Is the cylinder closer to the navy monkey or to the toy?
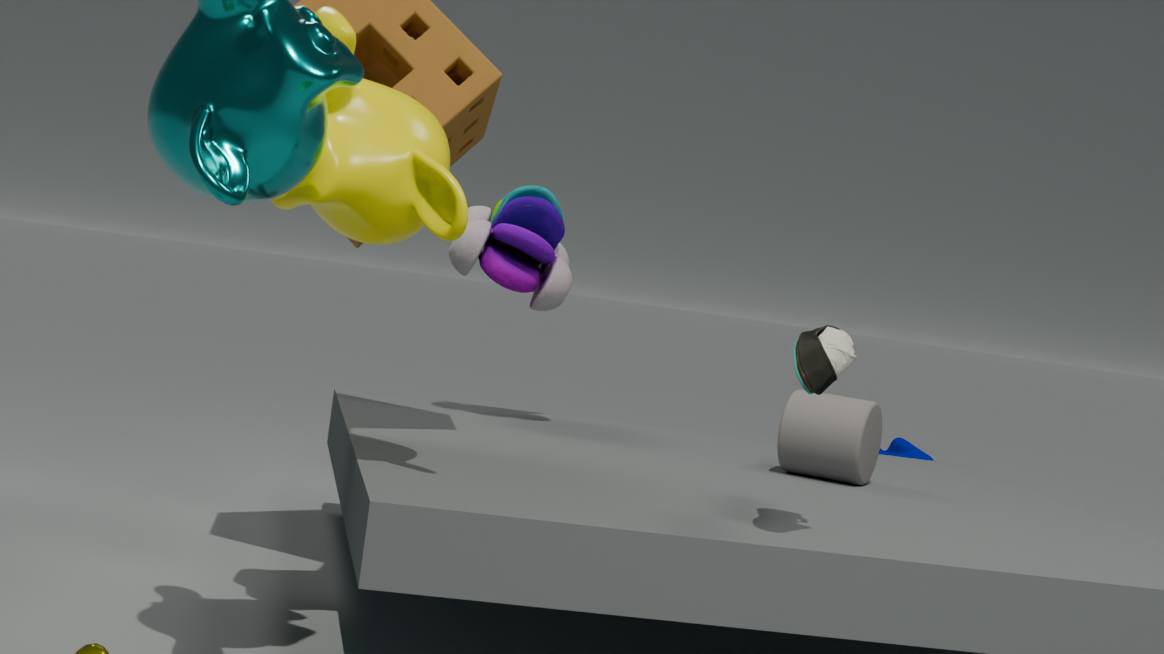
the toy
